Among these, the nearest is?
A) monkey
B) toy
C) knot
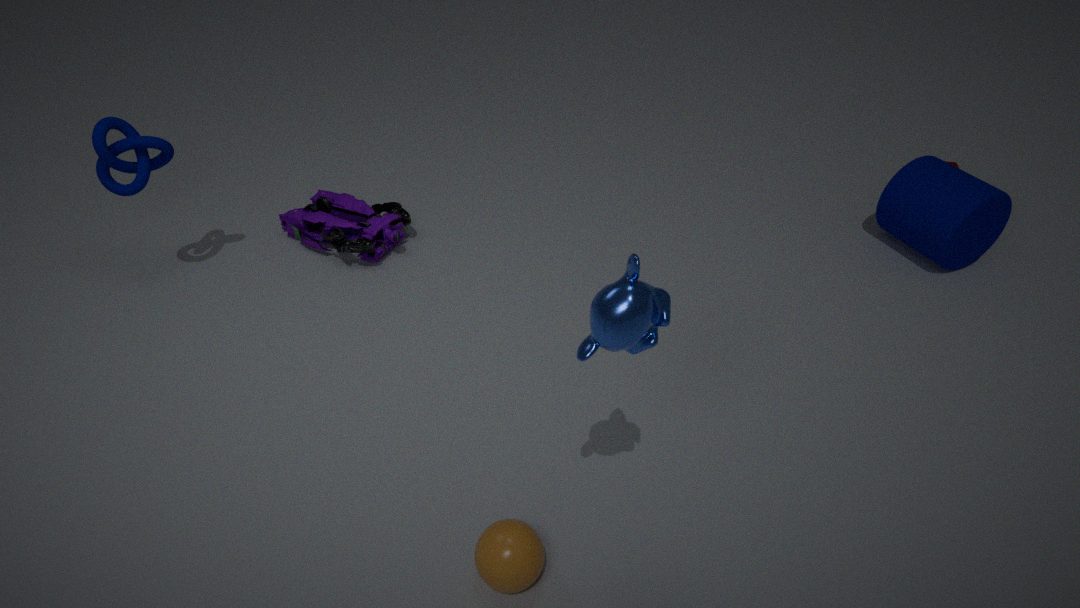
monkey
